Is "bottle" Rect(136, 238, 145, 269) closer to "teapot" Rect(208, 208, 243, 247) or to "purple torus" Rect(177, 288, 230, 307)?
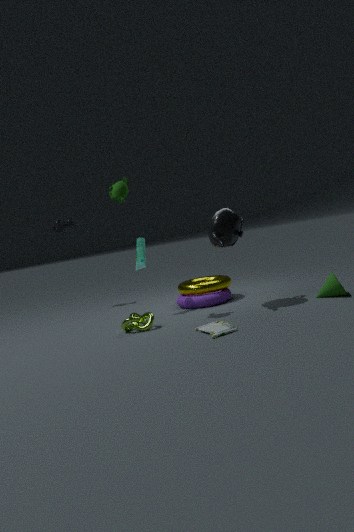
"purple torus" Rect(177, 288, 230, 307)
